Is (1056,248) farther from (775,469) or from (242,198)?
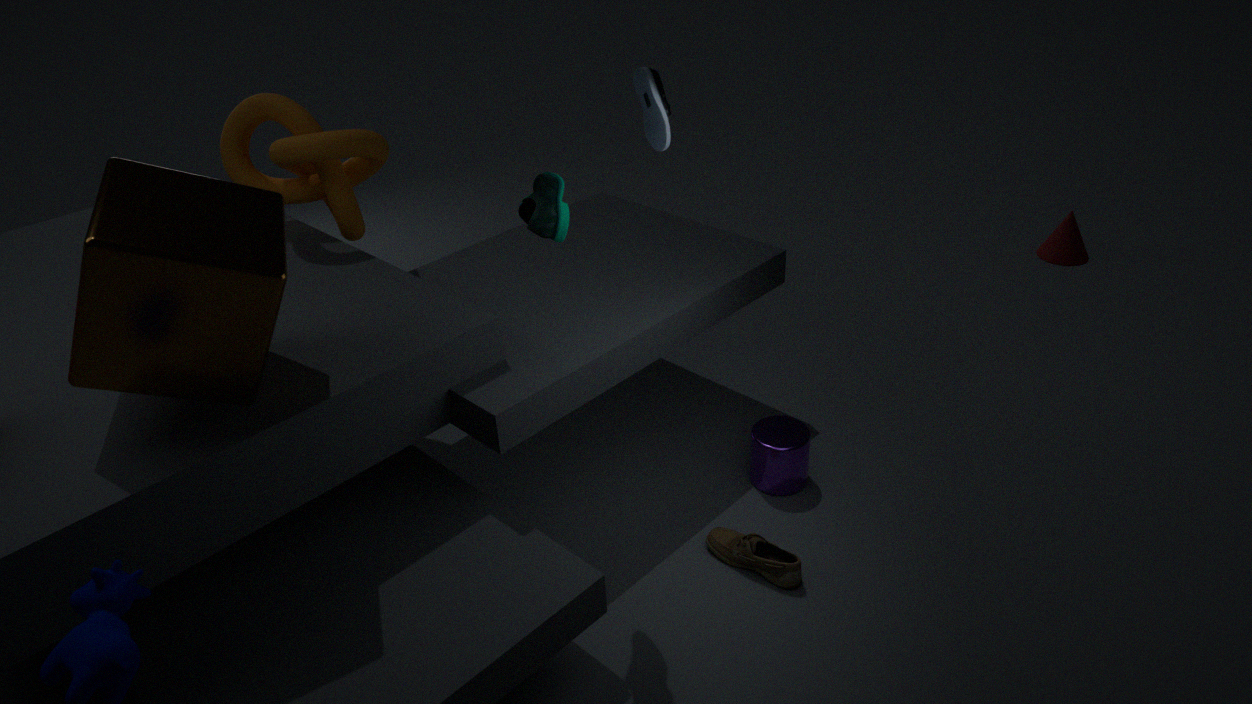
(242,198)
